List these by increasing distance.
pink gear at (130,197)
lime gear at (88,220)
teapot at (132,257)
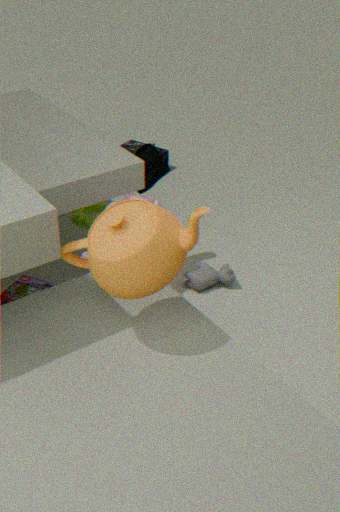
teapot at (132,257), pink gear at (130,197), lime gear at (88,220)
